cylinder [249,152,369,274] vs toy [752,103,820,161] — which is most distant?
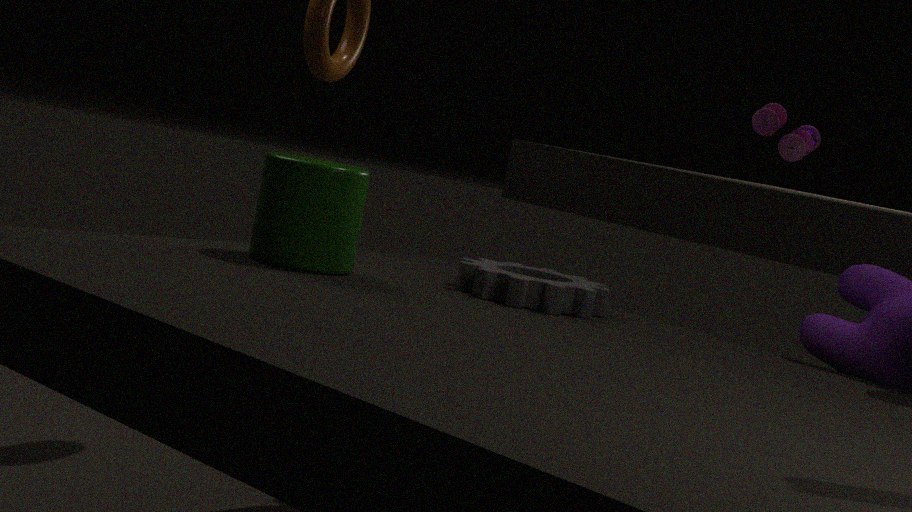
toy [752,103,820,161]
